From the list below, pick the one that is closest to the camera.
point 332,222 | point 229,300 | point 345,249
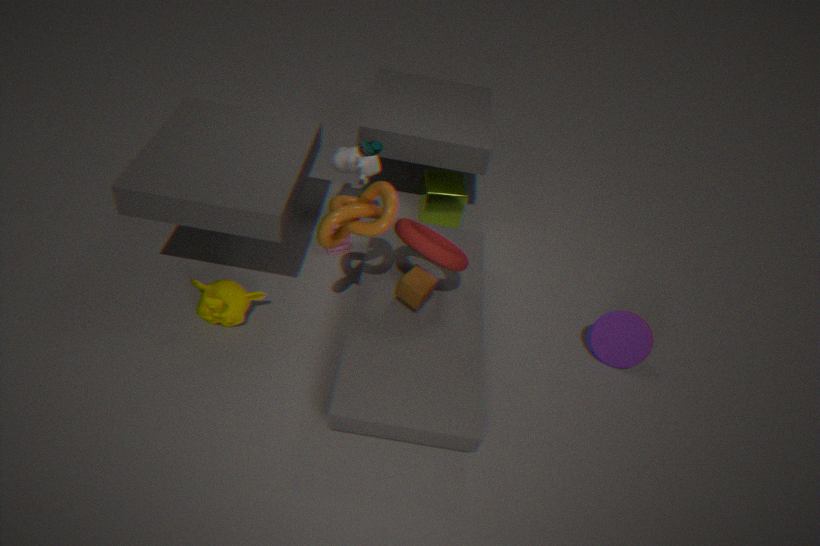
point 332,222
